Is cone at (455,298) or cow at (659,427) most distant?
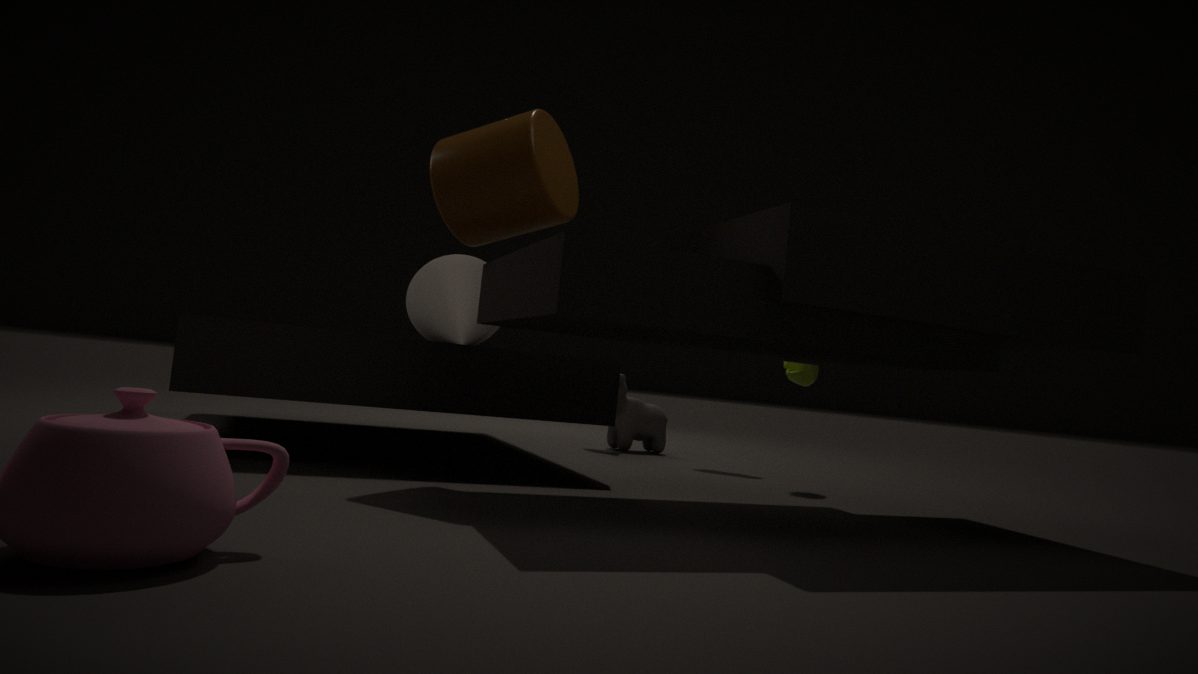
cow at (659,427)
